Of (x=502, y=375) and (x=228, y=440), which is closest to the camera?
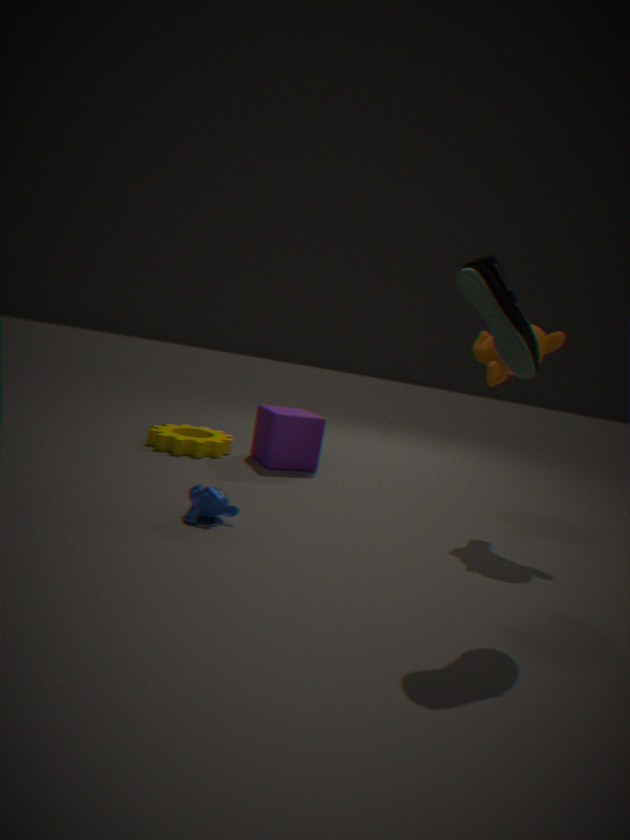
(x=502, y=375)
